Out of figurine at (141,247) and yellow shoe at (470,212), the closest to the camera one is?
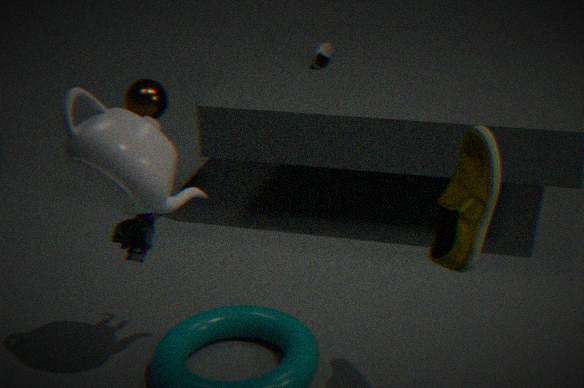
yellow shoe at (470,212)
